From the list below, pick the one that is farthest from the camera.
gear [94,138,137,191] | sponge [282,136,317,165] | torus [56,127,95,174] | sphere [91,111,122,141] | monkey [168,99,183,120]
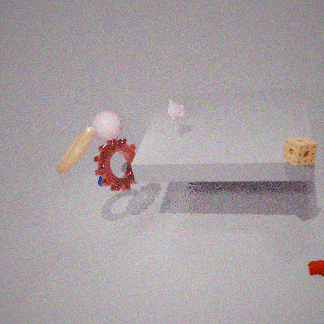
sphere [91,111,122,141]
